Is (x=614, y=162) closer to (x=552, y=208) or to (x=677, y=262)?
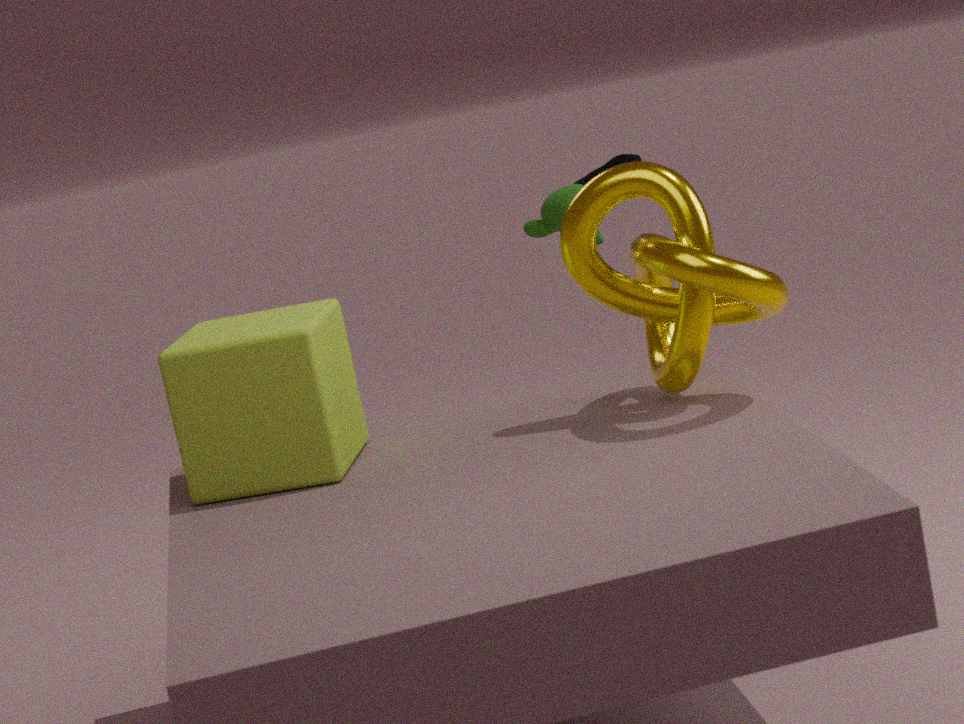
(x=552, y=208)
